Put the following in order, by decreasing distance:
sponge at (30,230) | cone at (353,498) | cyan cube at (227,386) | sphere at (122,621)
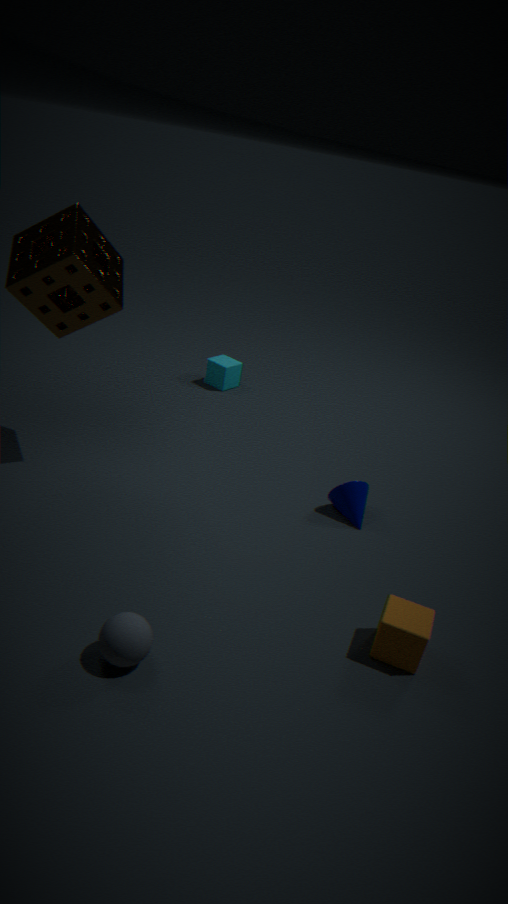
cyan cube at (227,386) < cone at (353,498) < sponge at (30,230) < sphere at (122,621)
